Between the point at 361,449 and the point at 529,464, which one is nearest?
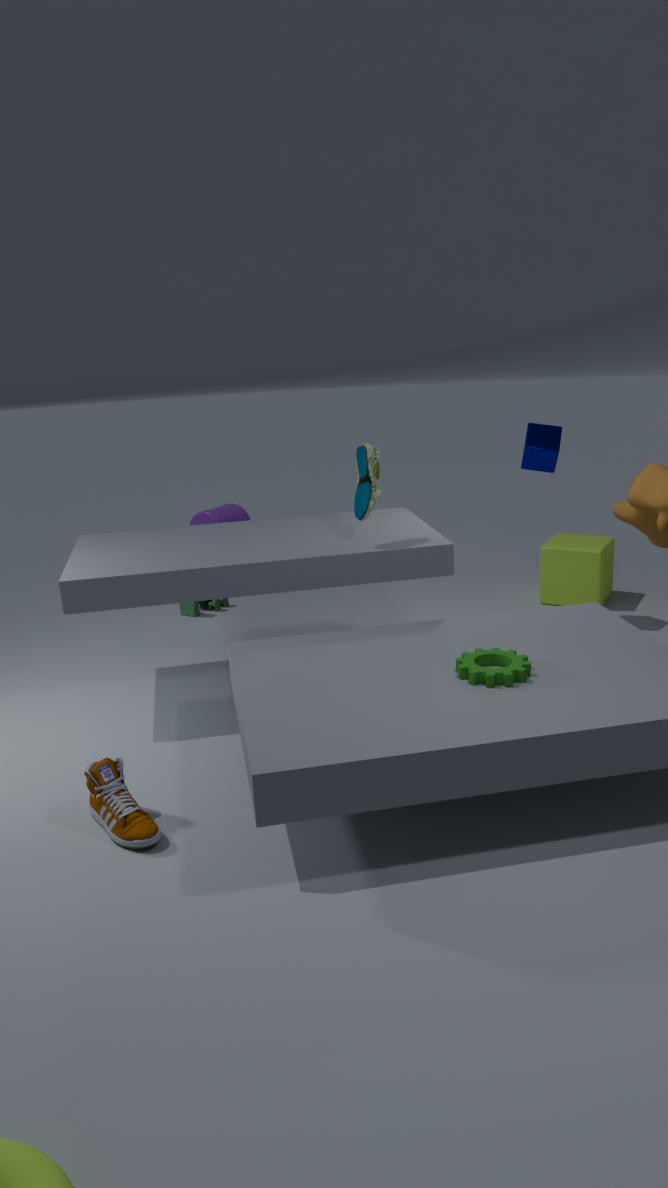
the point at 361,449
